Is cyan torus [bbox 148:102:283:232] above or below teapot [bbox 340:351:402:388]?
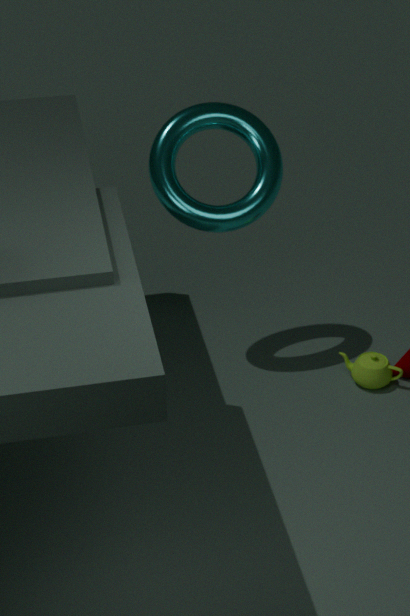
above
